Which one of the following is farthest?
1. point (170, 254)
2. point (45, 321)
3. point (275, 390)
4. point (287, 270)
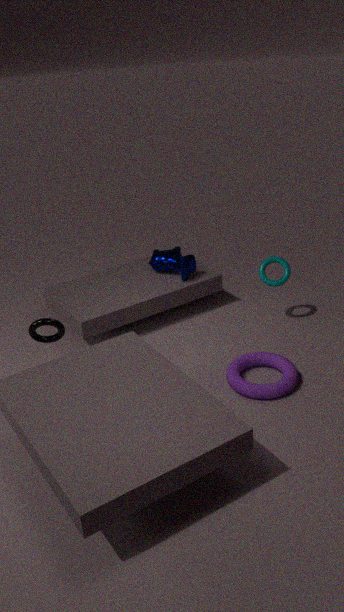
point (170, 254)
